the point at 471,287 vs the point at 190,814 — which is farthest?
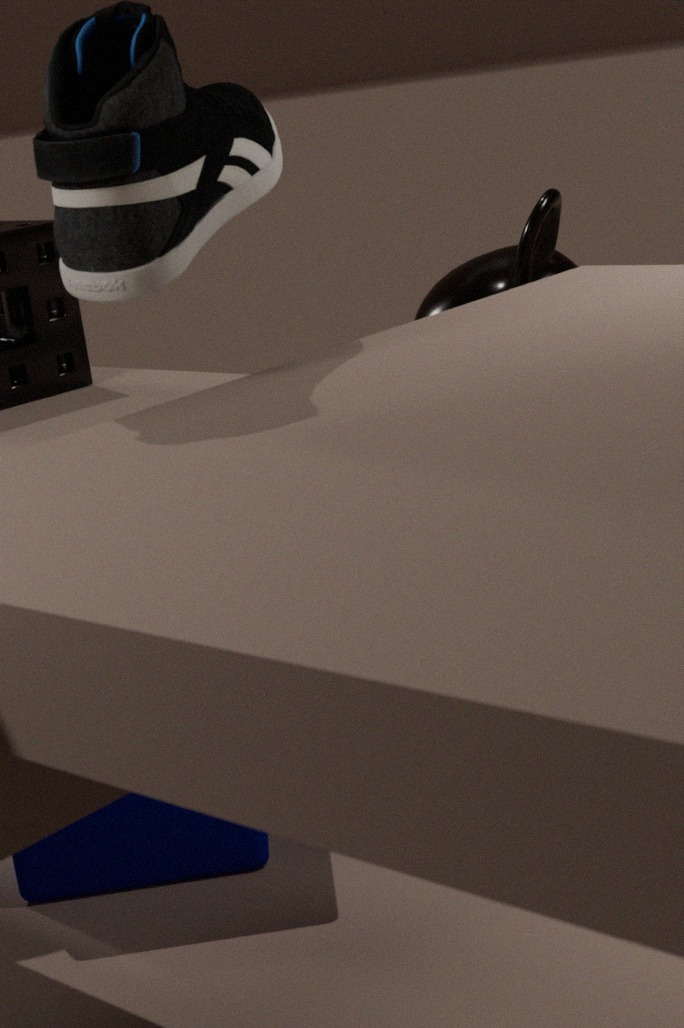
the point at 190,814
